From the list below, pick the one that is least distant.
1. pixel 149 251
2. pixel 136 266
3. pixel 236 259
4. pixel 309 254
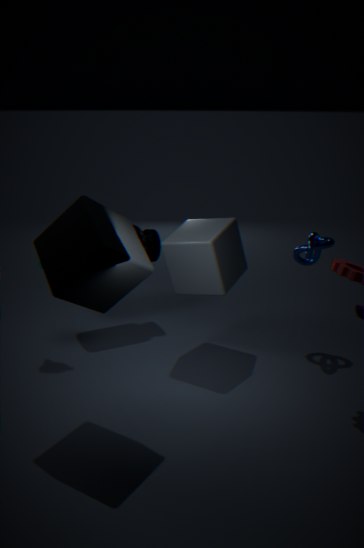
pixel 136 266
